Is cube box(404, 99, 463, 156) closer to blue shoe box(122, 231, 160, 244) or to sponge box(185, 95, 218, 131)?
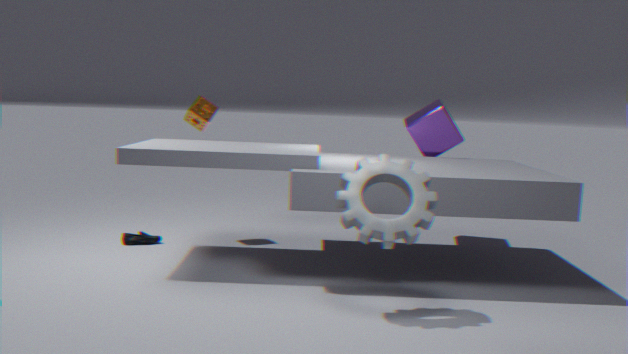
sponge box(185, 95, 218, 131)
